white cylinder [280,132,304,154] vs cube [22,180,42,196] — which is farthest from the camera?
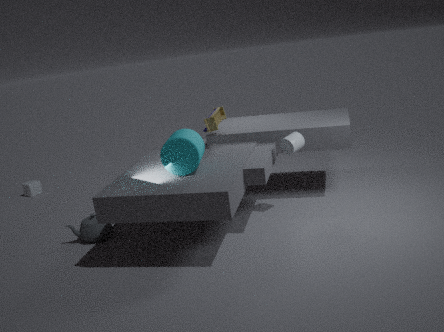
cube [22,180,42,196]
